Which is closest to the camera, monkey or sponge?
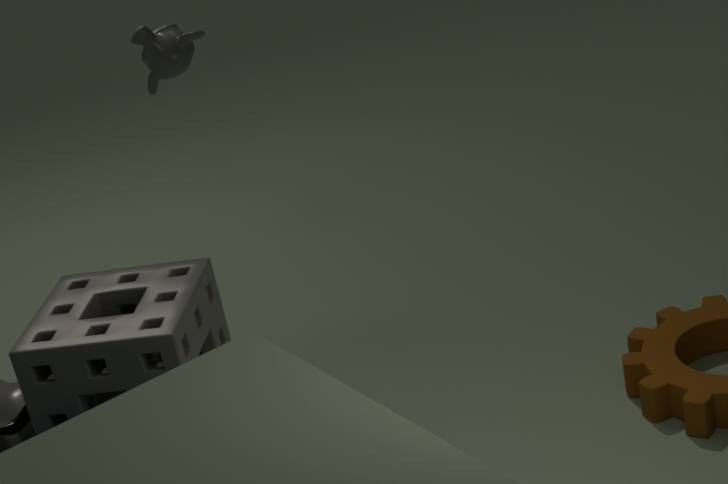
sponge
